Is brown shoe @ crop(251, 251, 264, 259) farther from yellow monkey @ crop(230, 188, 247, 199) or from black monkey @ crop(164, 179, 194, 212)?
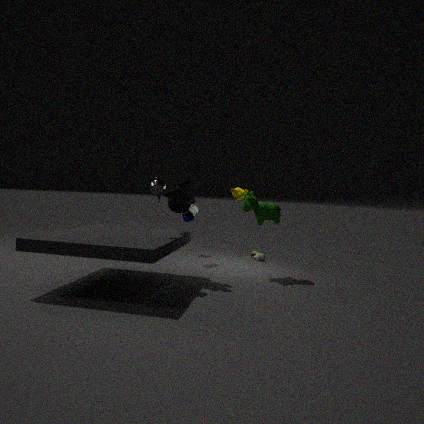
black monkey @ crop(164, 179, 194, 212)
